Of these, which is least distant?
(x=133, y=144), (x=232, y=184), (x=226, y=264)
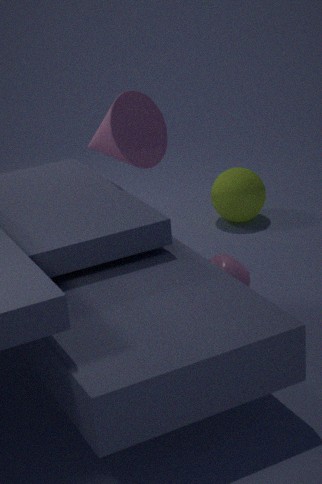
(x=226, y=264)
